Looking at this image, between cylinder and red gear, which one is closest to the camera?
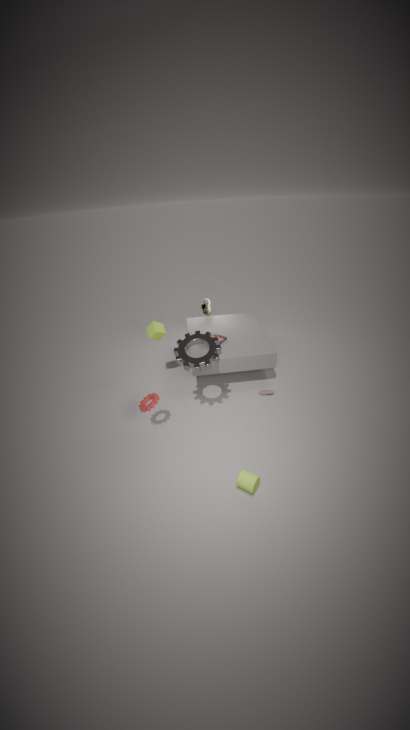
cylinder
